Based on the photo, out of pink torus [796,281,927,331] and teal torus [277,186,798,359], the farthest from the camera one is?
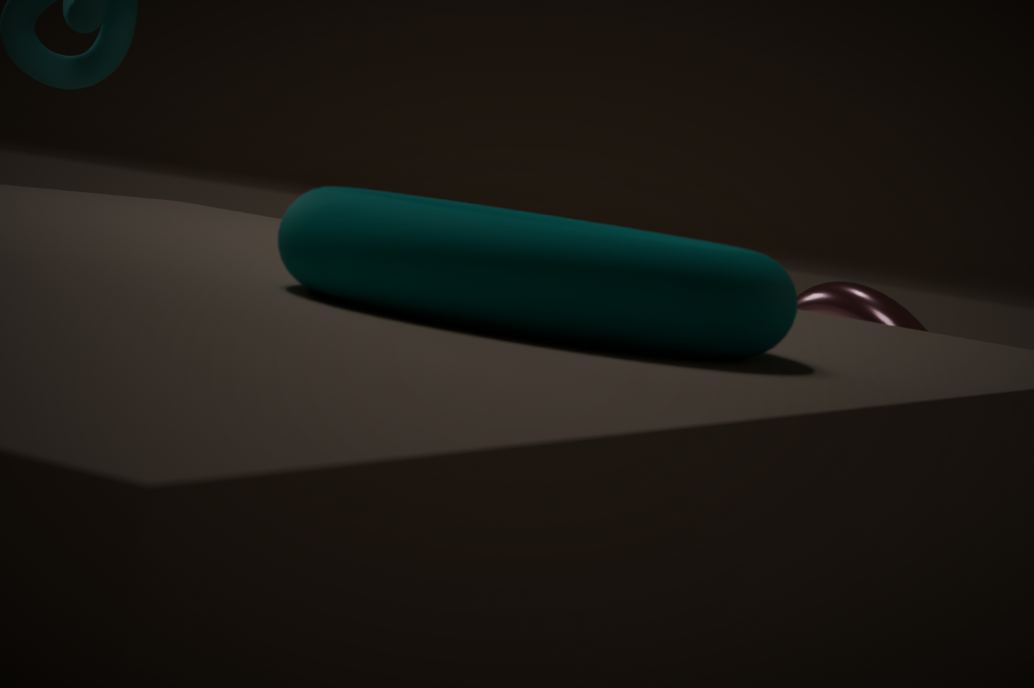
pink torus [796,281,927,331]
